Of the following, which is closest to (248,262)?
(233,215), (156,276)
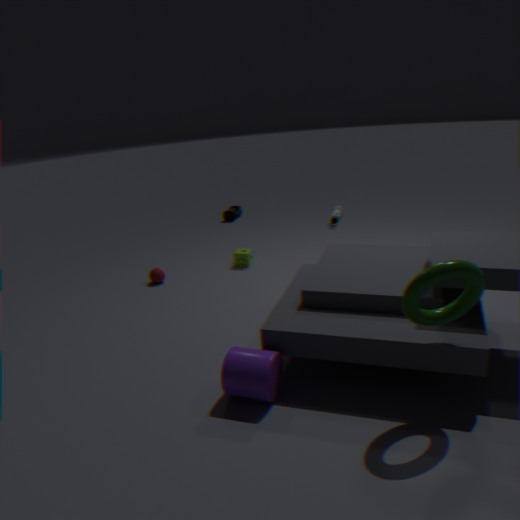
(156,276)
